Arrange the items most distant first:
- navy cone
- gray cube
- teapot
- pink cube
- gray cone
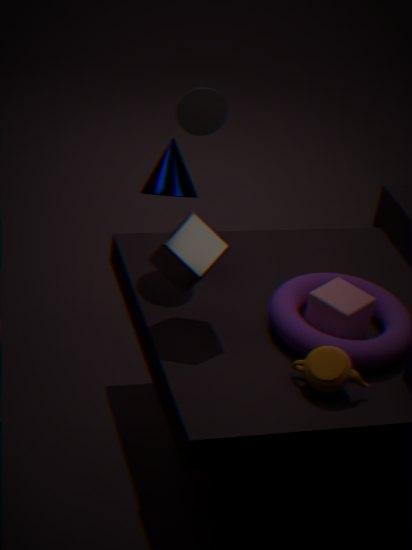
gray cone, navy cone, pink cube, gray cube, teapot
